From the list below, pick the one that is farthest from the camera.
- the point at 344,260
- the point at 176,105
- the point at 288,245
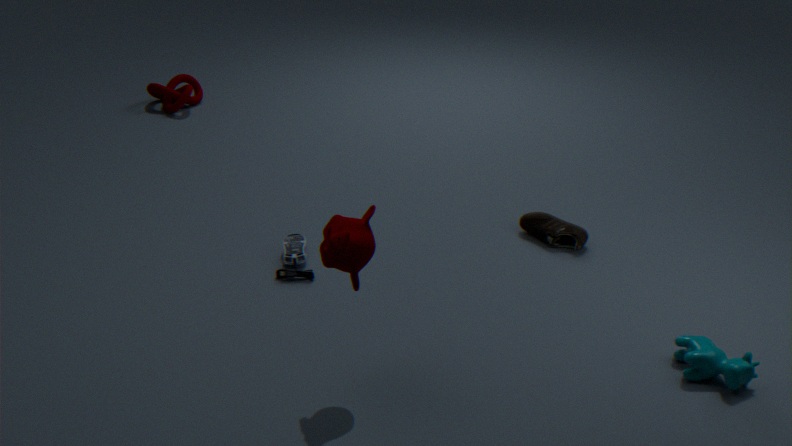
the point at 176,105
